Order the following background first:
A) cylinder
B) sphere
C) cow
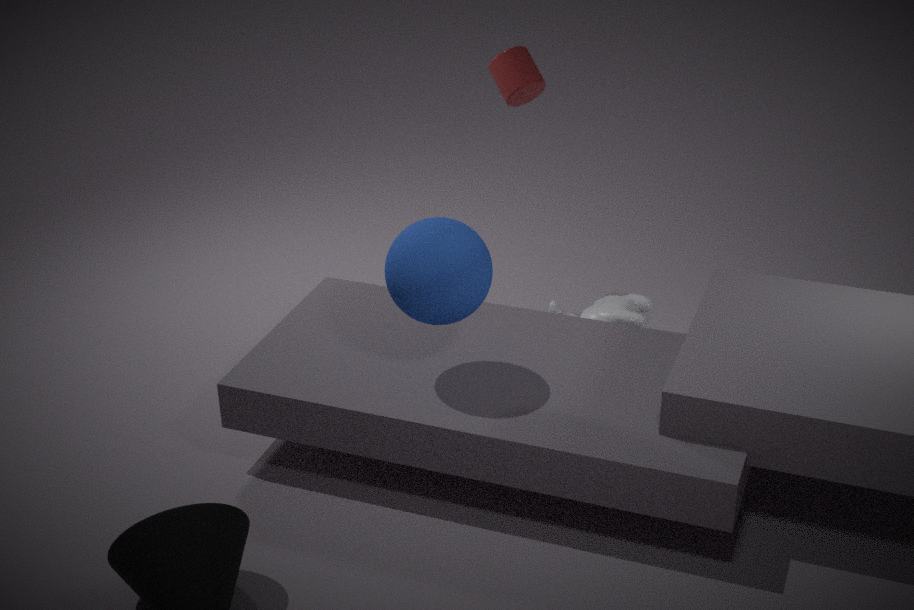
cow
cylinder
sphere
